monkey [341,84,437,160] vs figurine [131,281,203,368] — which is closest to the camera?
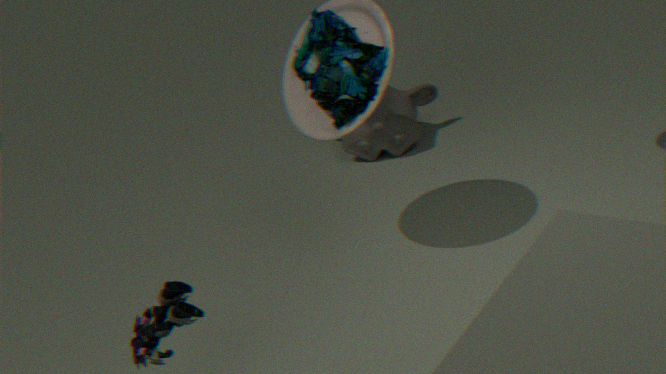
figurine [131,281,203,368]
